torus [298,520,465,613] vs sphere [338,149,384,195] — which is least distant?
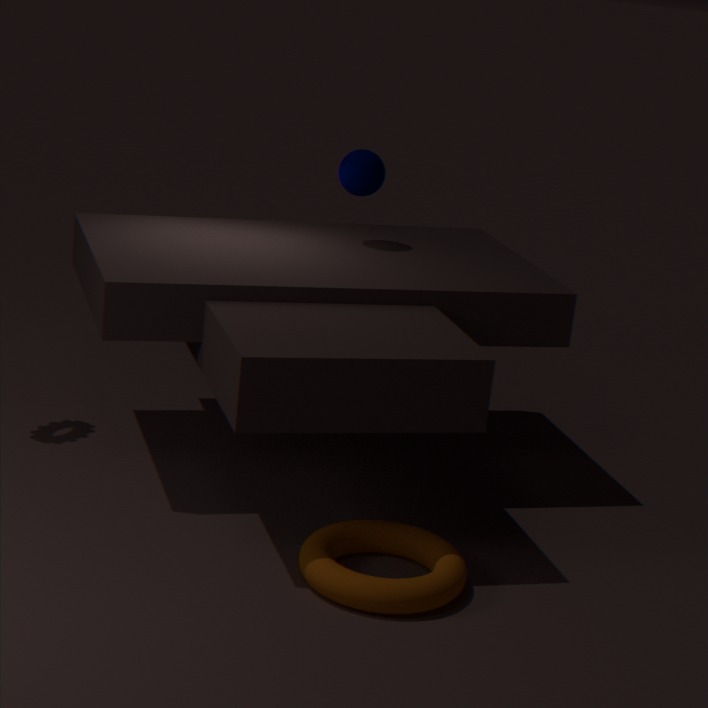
torus [298,520,465,613]
